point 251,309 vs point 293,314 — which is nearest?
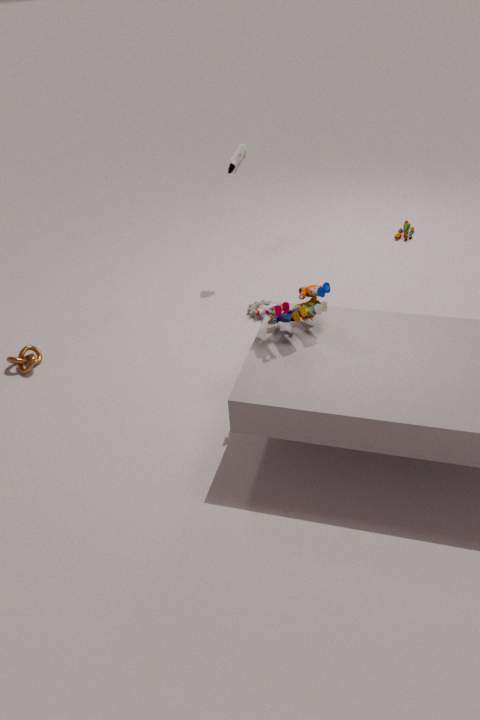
point 293,314
